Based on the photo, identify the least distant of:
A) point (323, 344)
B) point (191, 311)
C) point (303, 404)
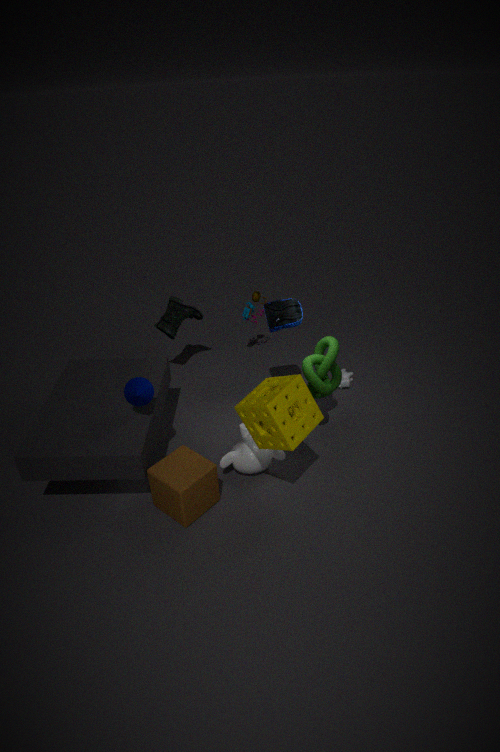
point (303, 404)
